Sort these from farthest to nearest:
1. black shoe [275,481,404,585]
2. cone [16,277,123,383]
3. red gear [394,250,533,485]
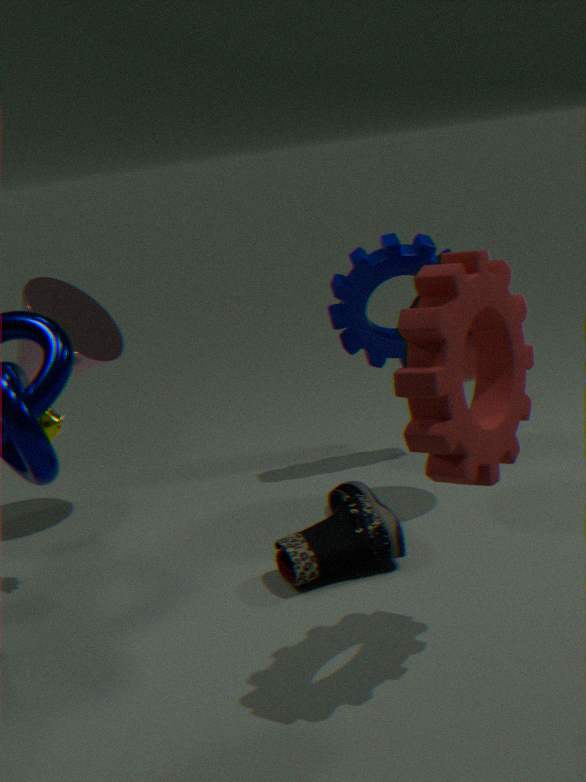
cone [16,277,123,383] → black shoe [275,481,404,585] → red gear [394,250,533,485]
